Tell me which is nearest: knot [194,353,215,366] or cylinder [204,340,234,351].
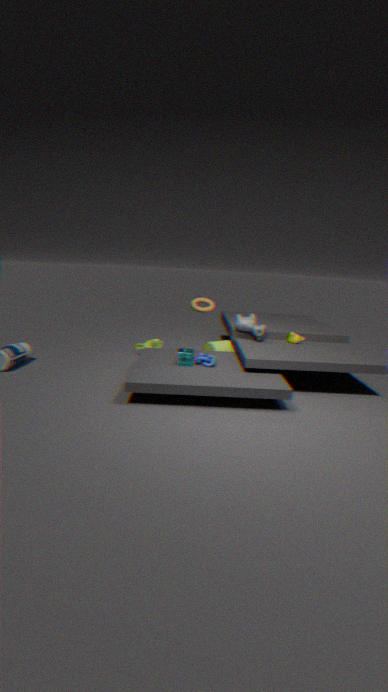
knot [194,353,215,366]
